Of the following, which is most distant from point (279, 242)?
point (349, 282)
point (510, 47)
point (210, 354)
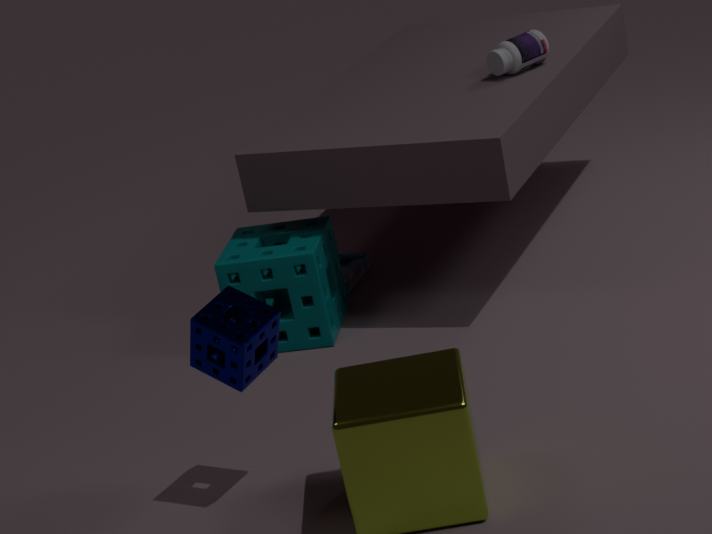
point (510, 47)
